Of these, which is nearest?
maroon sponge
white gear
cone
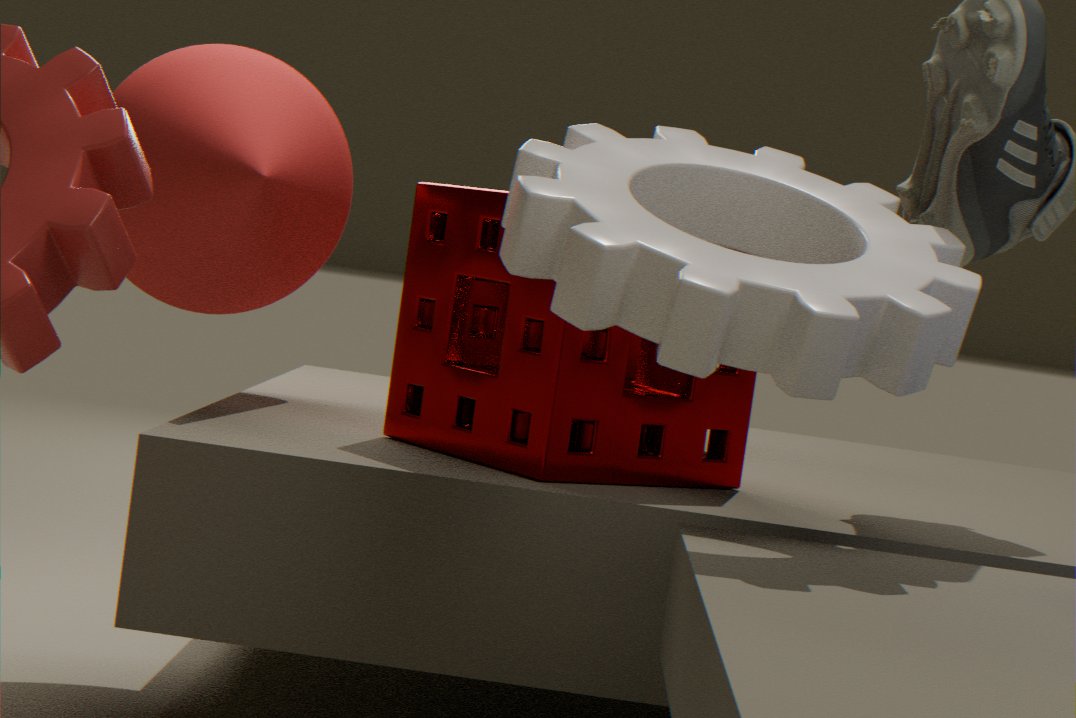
white gear
